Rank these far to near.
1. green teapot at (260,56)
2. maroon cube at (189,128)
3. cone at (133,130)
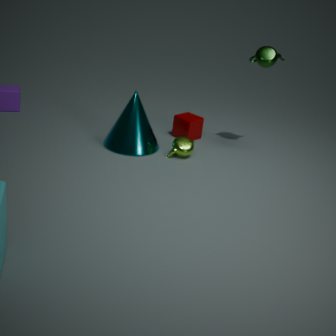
1. maroon cube at (189,128)
2. cone at (133,130)
3. green teapot at (260,56)
